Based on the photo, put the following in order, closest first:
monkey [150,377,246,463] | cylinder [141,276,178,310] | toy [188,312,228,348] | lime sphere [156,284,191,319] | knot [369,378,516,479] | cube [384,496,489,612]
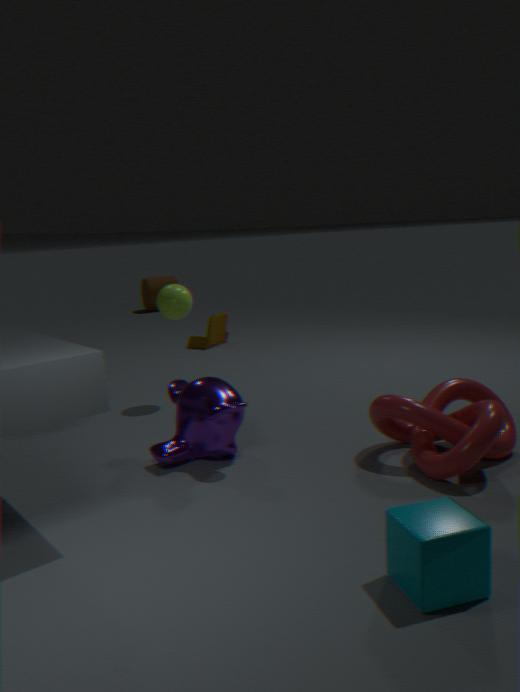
1. cube [384,496,489,612]
2. knot [369,378,516,479]
3. monkey [150,377,246,463]
4. lime sphere [156,284,191,319]
5. toy [188,312,228,348]
6. cylinder [141,276,178,310]
